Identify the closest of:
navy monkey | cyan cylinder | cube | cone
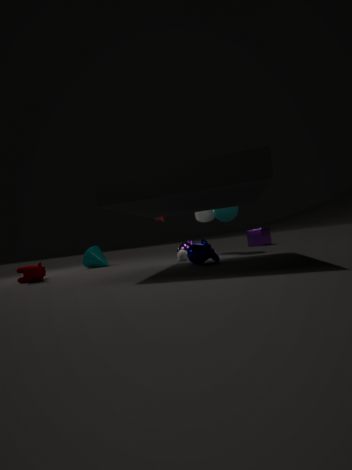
navy monkey
